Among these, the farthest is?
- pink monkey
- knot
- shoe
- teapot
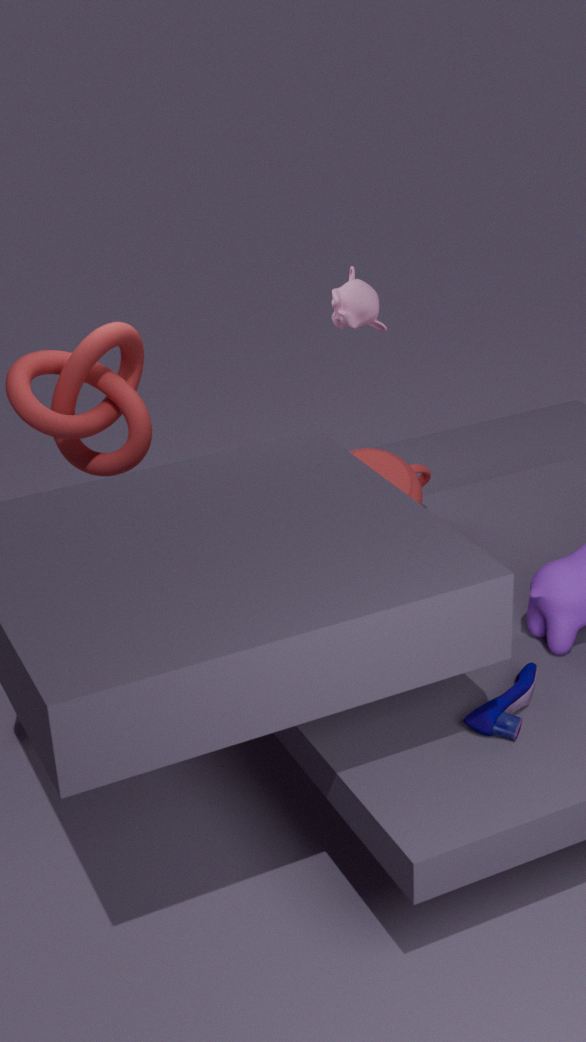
pink monkey
